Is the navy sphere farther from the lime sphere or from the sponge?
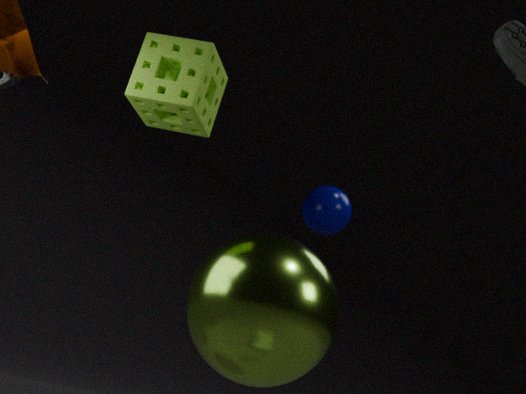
the sponge
